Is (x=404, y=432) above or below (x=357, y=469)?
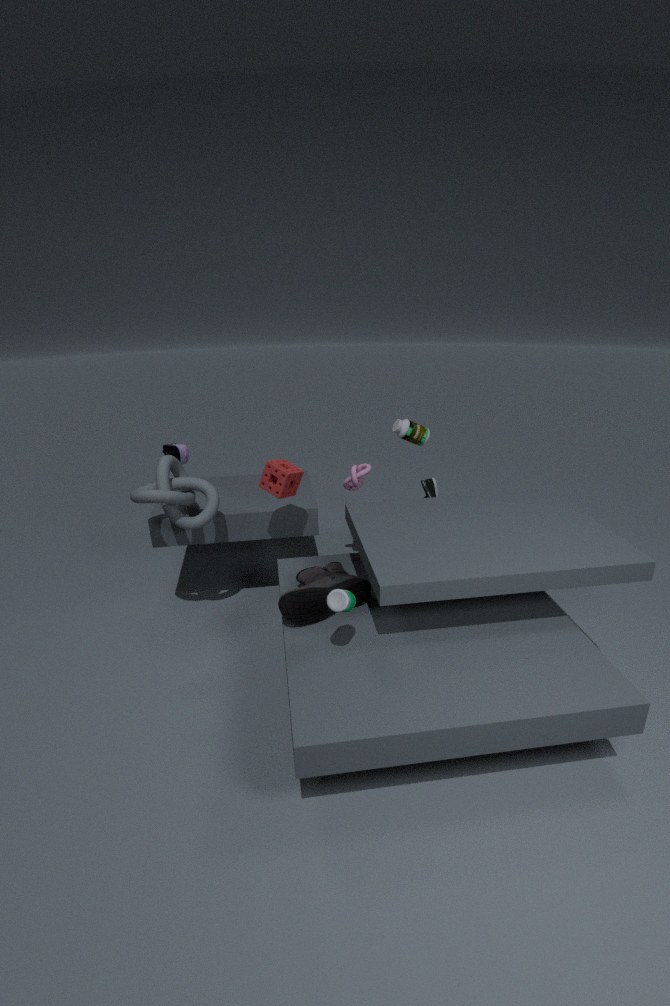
above
